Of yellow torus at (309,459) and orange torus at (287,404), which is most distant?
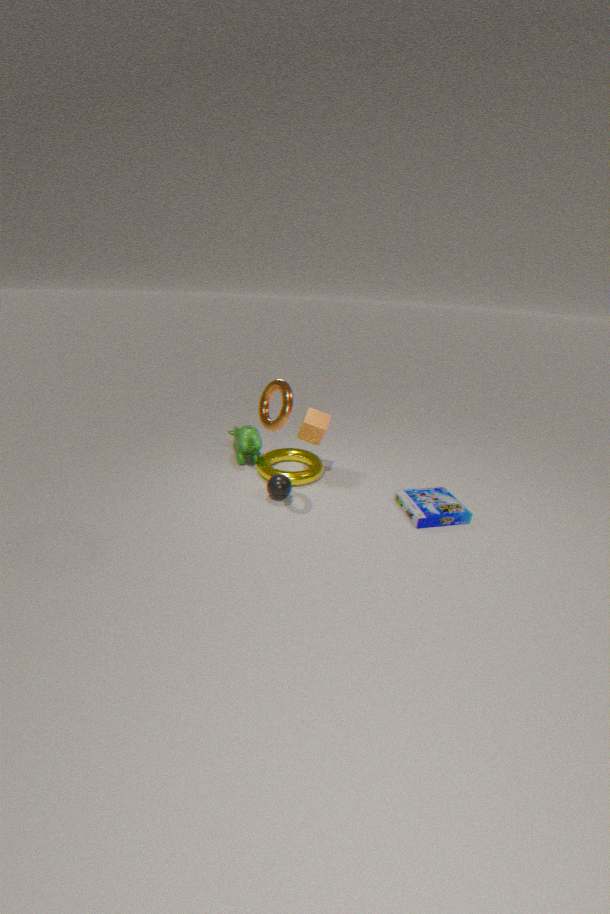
yellow torus at (309,459)
